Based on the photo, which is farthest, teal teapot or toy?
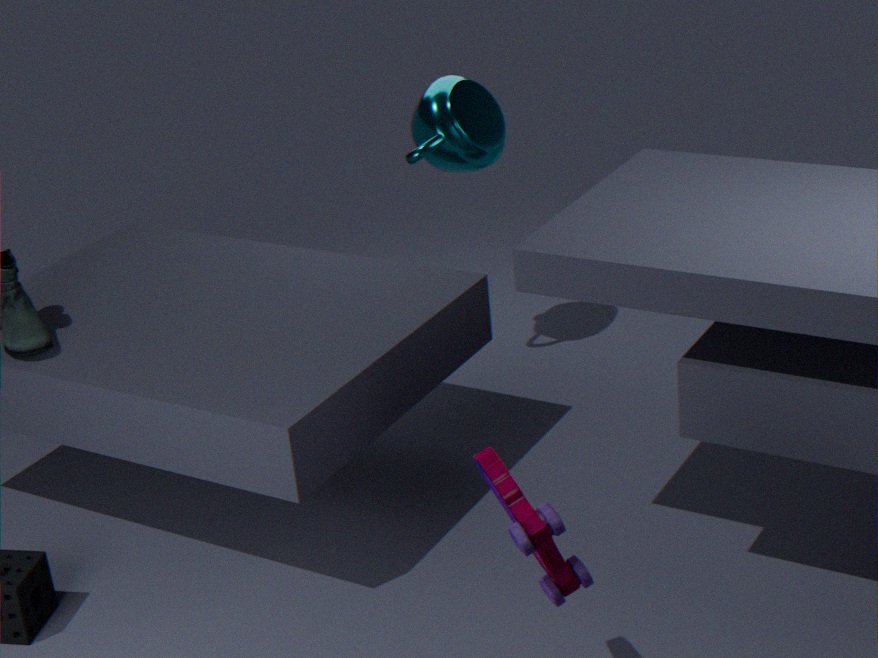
teal teapot
